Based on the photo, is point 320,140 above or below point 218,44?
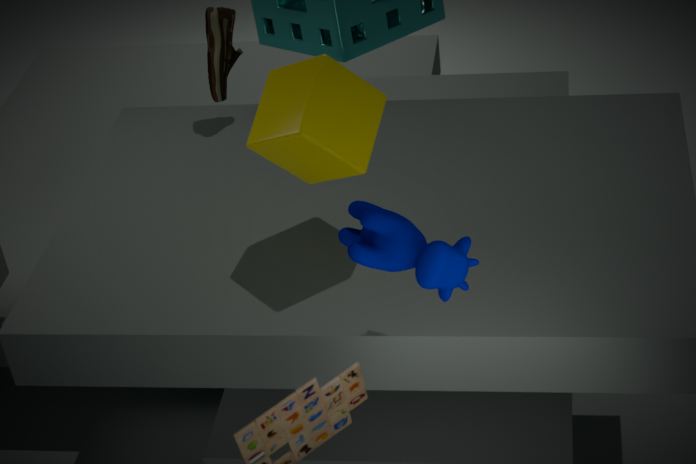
above
